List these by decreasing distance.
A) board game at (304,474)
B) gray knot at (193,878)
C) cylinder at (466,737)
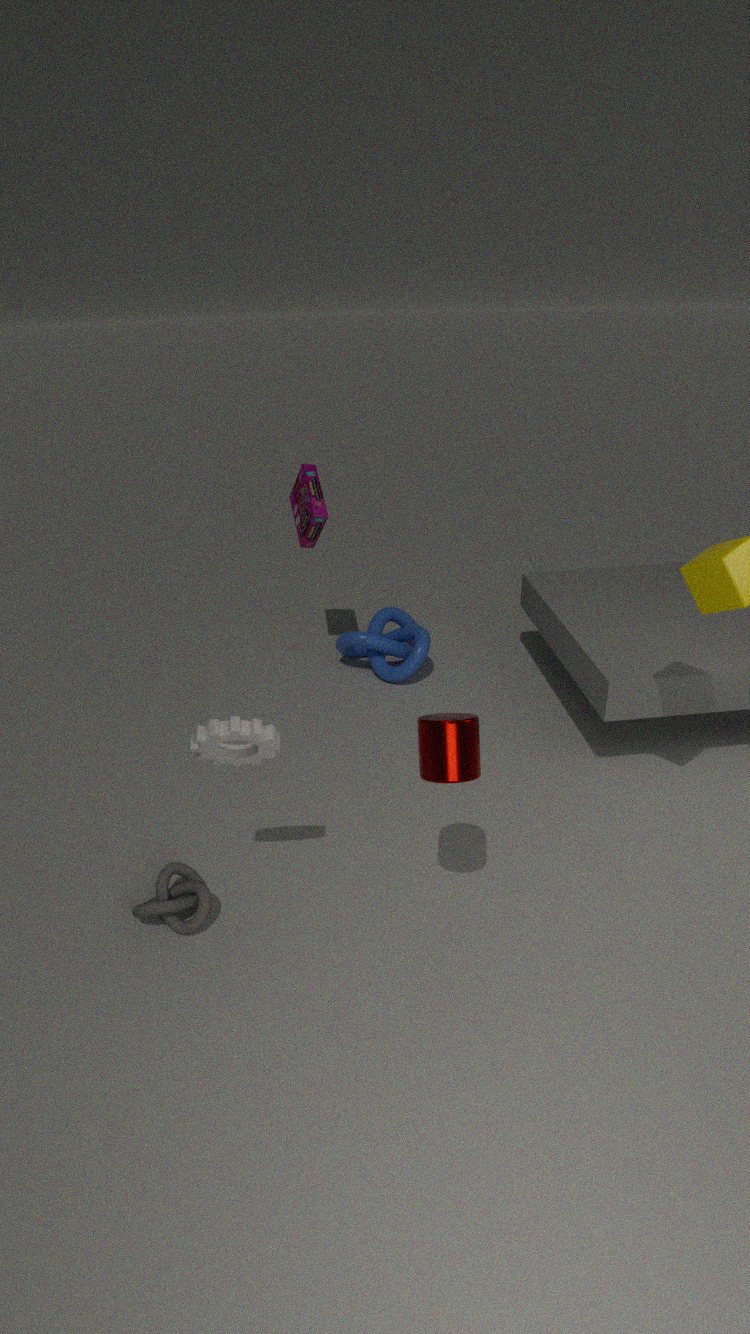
board game at (304,474) → gray knot at (193,878) → cylinder at (466,737)
